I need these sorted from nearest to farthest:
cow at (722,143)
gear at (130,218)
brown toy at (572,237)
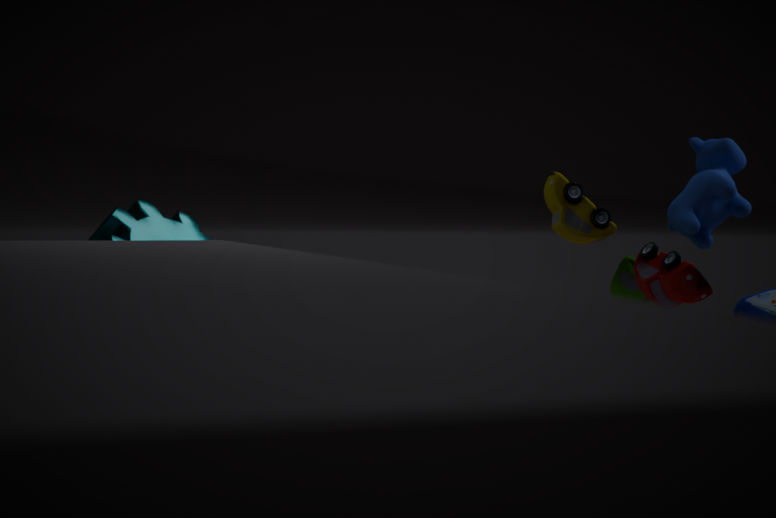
brown toy at (572,237) → cow at (722,143) → gear at (130,218)
